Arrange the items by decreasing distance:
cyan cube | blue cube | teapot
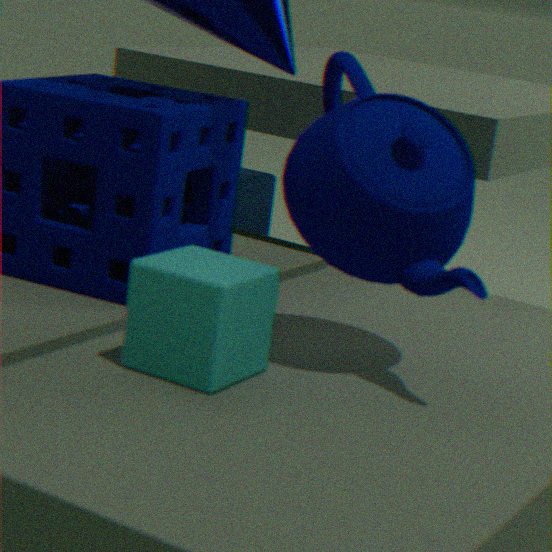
blue cube, teapot, cyan cube
